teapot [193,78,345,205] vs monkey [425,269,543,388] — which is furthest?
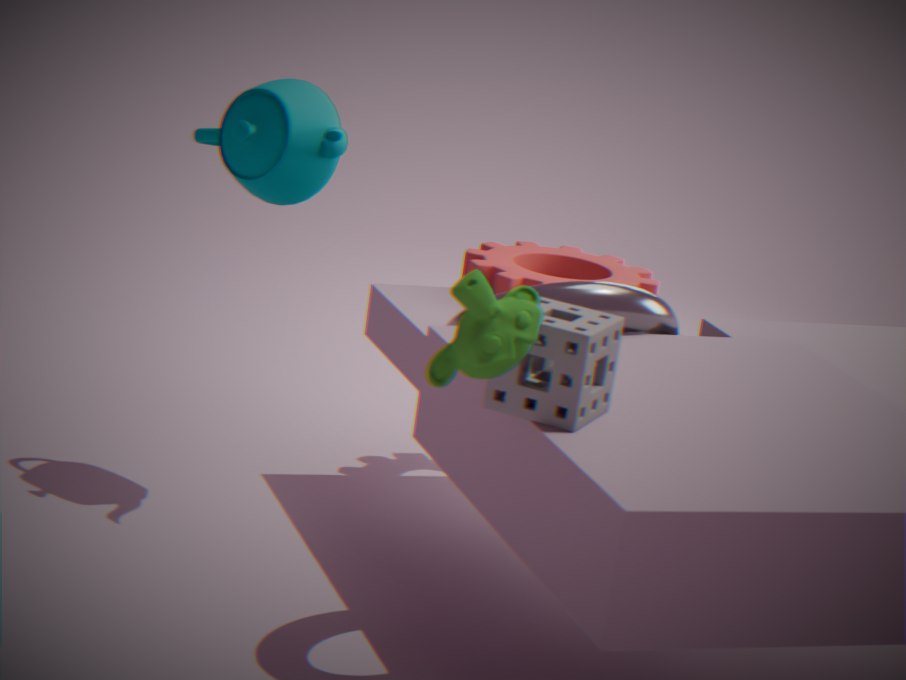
teapot [193,78,345,205]
